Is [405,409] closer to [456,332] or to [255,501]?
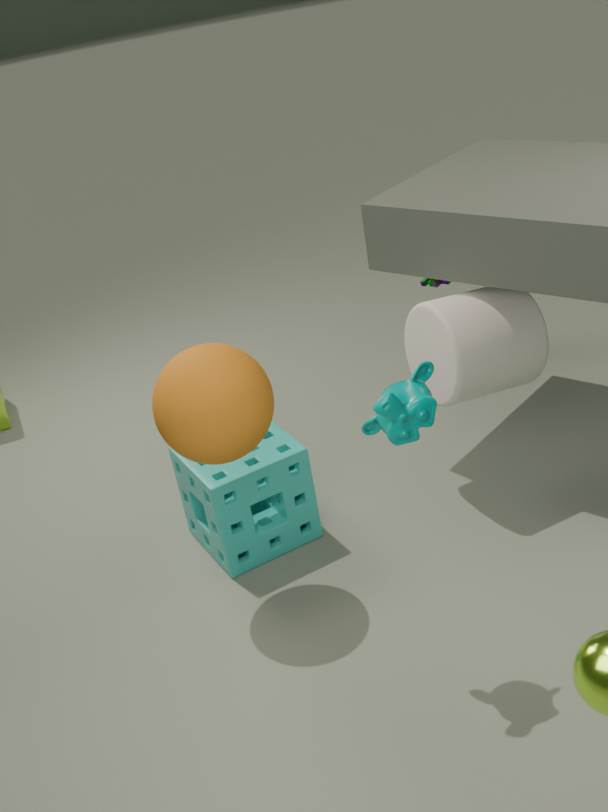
[456,332]
